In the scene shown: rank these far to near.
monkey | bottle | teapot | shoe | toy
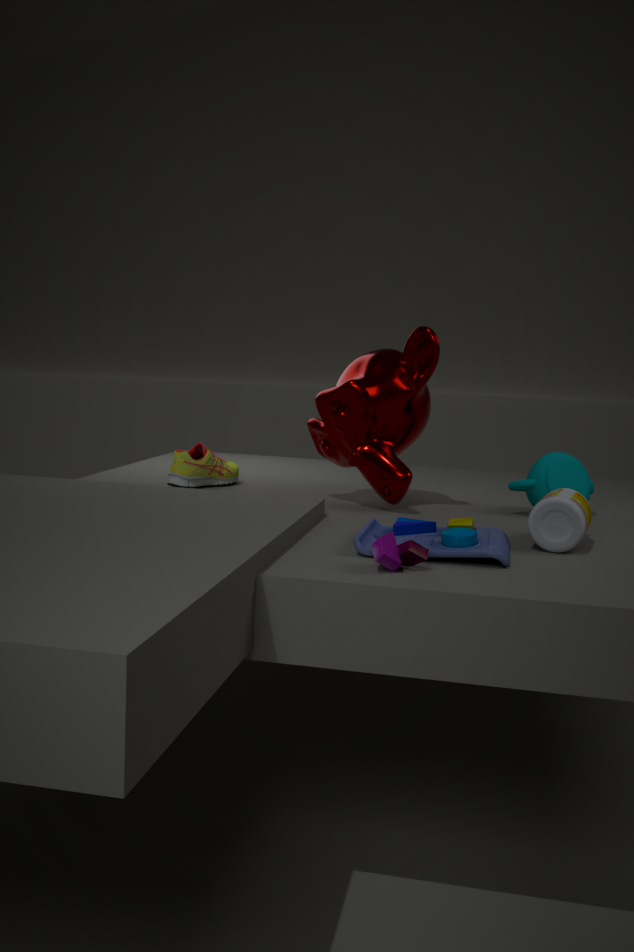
1. shoe
2. teapot
3. monkey
4. bottle
5. toy
